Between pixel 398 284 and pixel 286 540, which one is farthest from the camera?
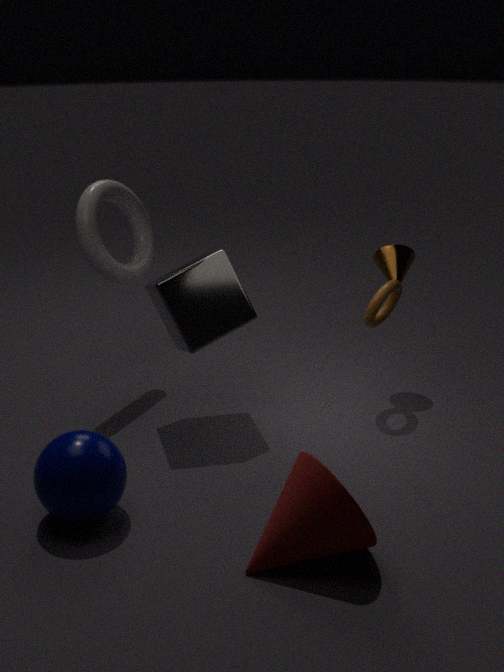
pixel 398 284
